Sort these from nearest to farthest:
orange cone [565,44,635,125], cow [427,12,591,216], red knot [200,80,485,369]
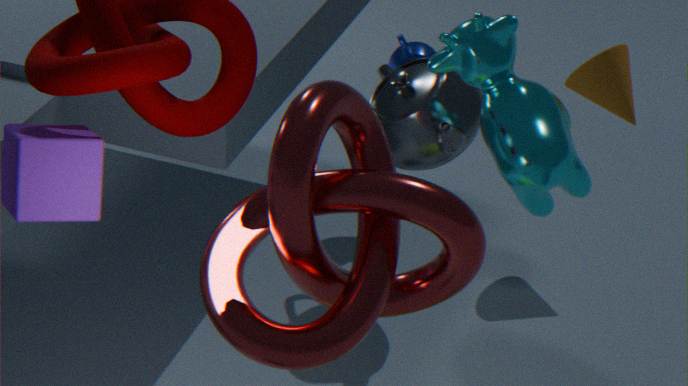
red knot [200,80,485,369]
cow [427,12,591,216]
orange cone [565,44,635,125]
